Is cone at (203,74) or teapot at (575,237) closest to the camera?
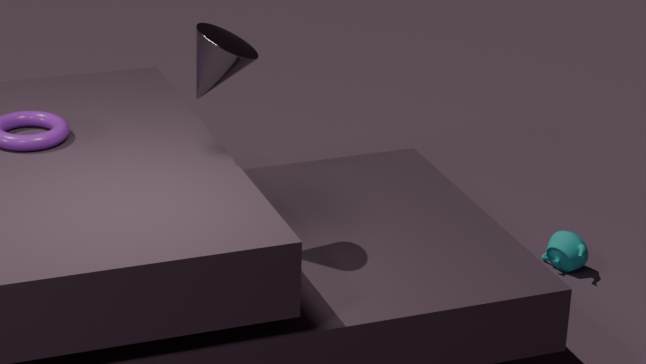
cone at (203,74)
